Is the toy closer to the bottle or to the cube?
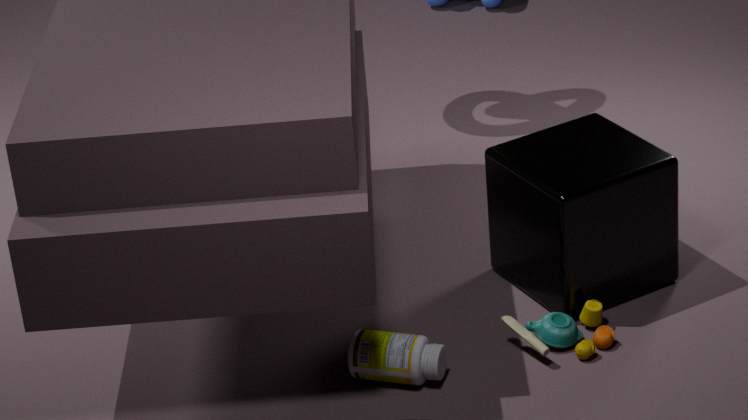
the cube
